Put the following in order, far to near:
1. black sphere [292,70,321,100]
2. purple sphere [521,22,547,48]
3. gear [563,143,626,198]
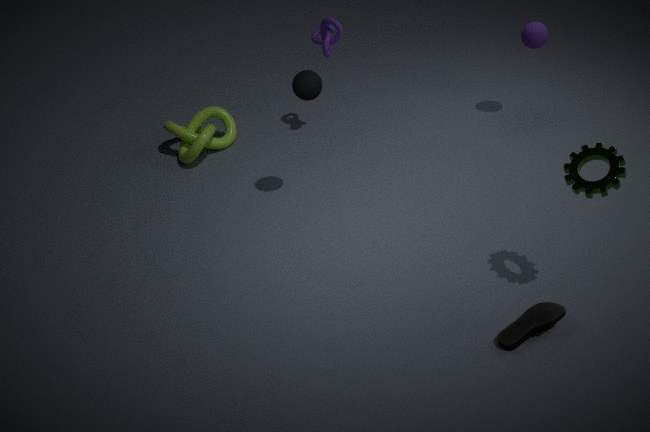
purple sphere [521,22,547,48] → black sphere [292,70,321,100] → gear [563,143,626,198]
